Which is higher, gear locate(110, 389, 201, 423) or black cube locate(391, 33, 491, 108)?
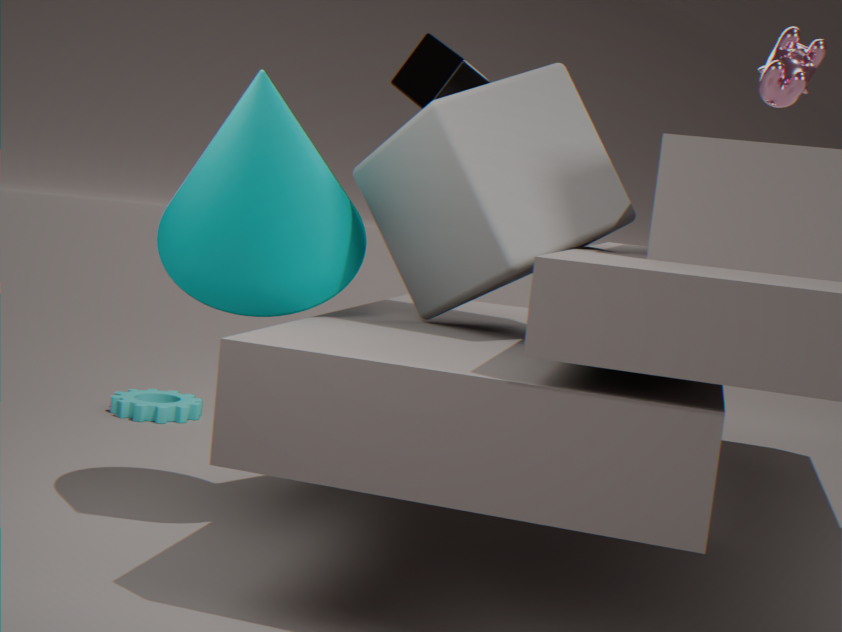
black cube locate(391, 33, 491, 108)
